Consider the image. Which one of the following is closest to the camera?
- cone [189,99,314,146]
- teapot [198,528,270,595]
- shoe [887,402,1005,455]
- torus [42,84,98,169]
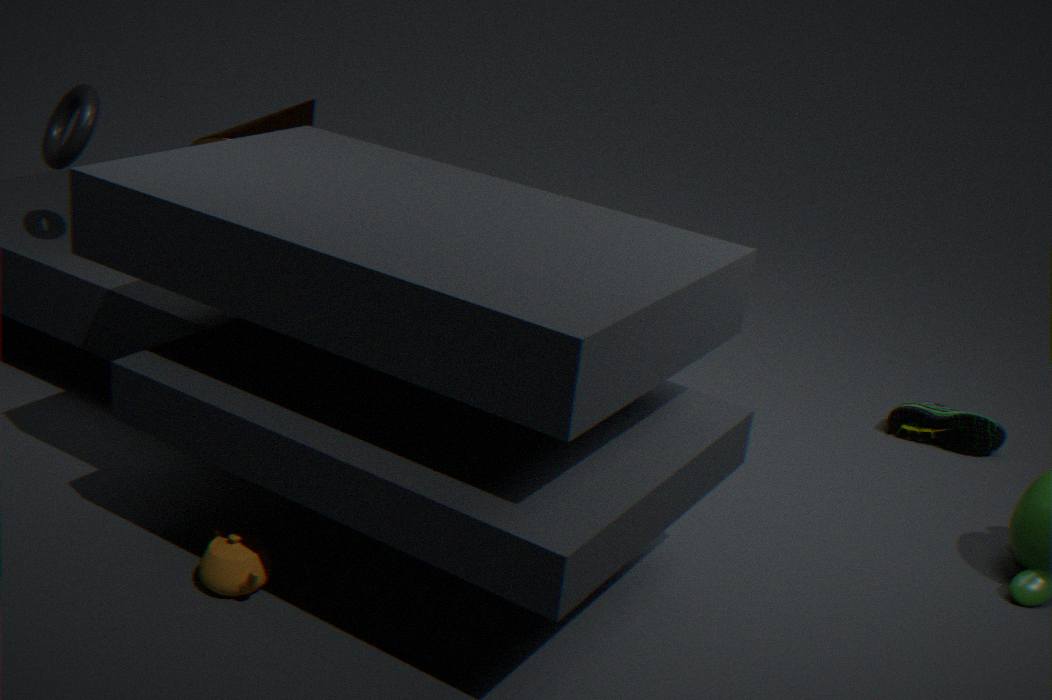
teapot [198,528,270,595]
